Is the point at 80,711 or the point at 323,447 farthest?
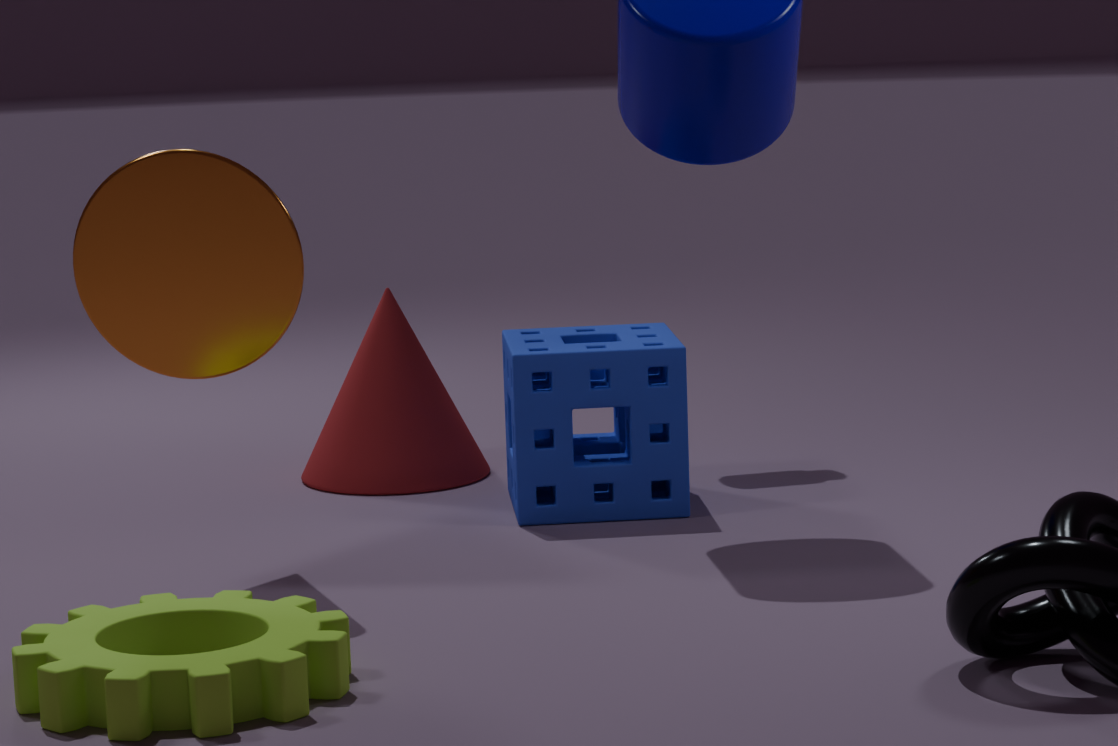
the point at 323,447
